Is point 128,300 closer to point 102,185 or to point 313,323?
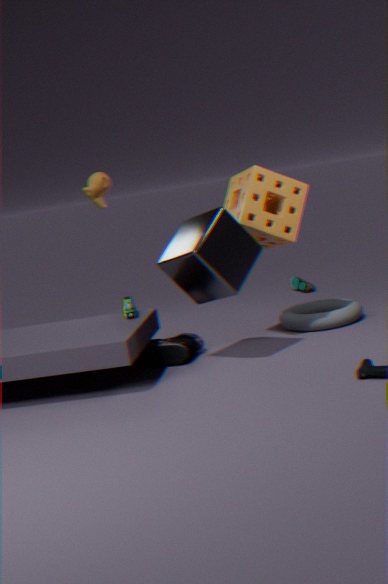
point 102,185
